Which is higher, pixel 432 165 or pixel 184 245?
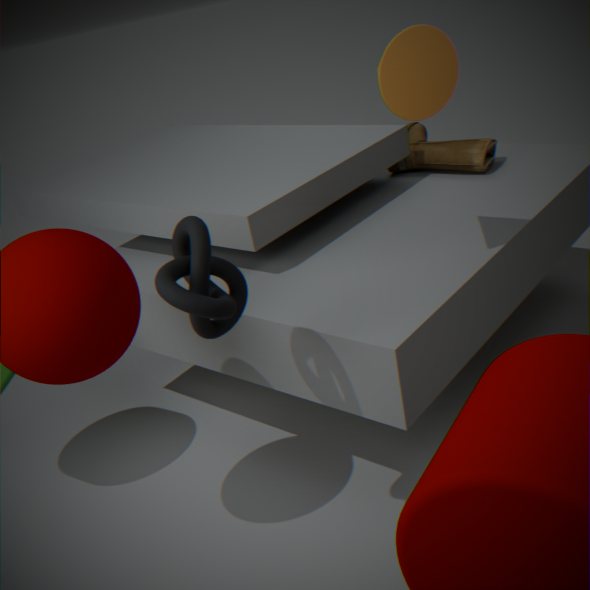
pixel 184 245
